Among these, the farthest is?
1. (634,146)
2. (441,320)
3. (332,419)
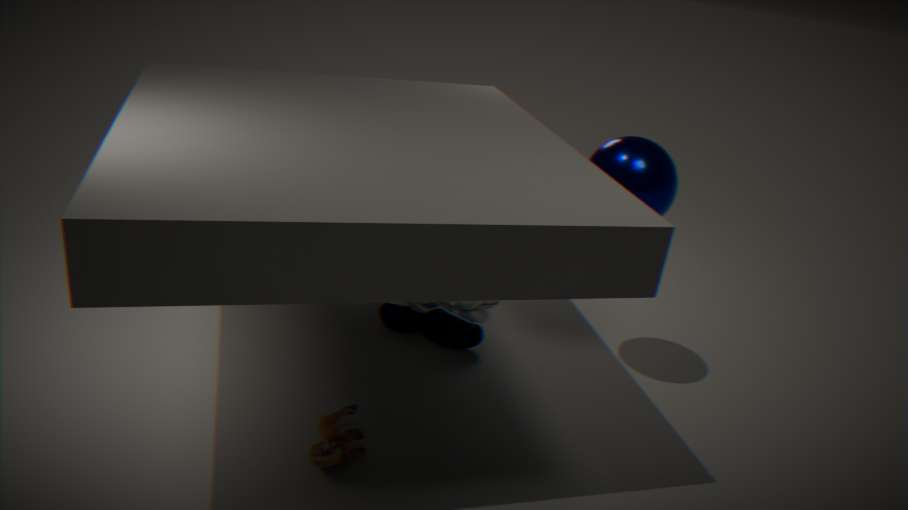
(441,320)
